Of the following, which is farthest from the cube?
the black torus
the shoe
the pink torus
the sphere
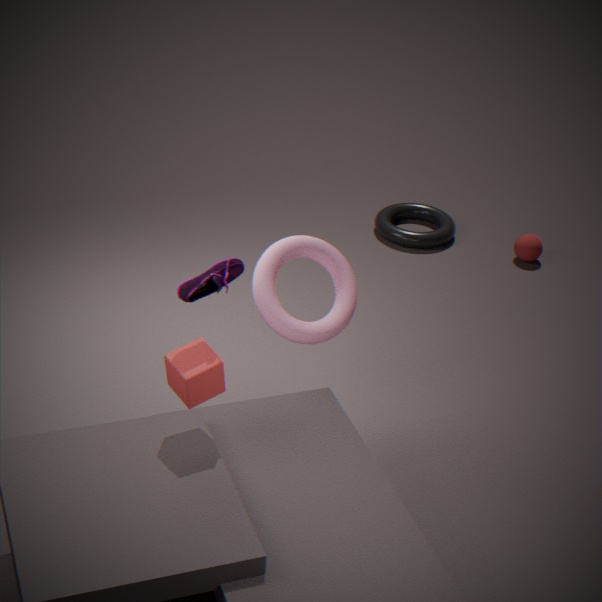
the sphere
